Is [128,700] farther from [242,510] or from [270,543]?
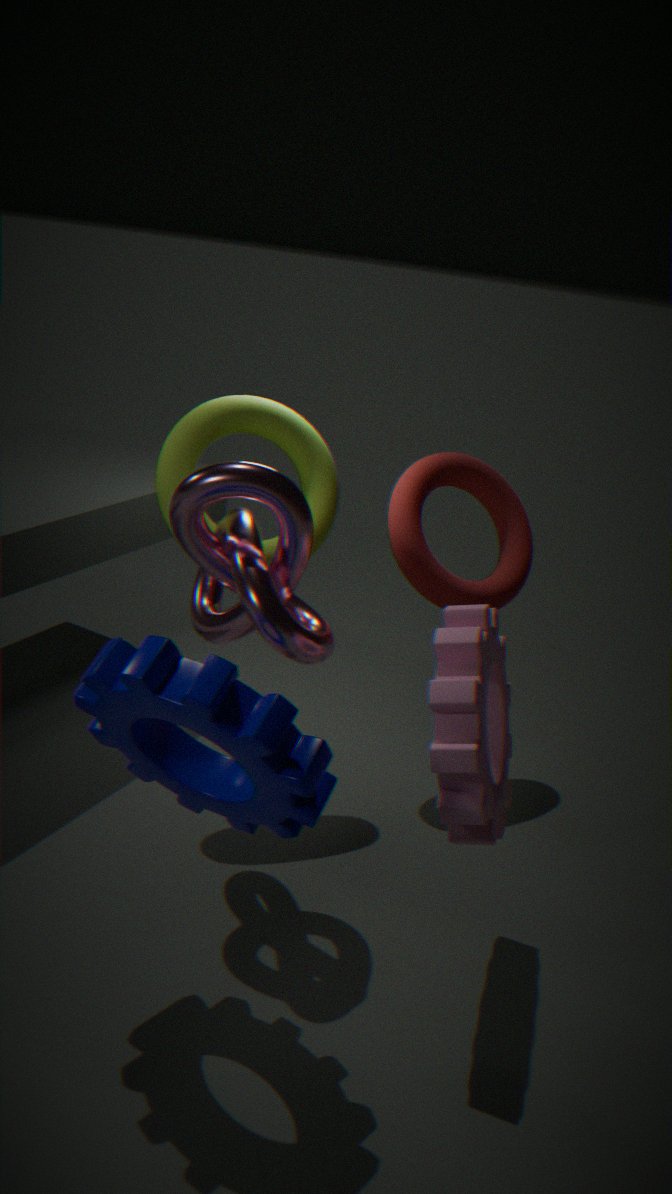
[270,543]
